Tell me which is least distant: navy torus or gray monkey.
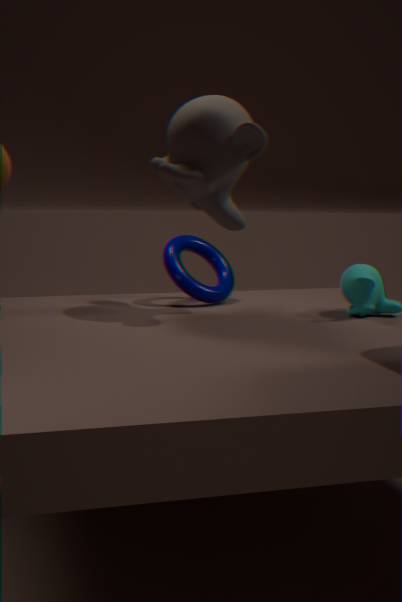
gray monkey
